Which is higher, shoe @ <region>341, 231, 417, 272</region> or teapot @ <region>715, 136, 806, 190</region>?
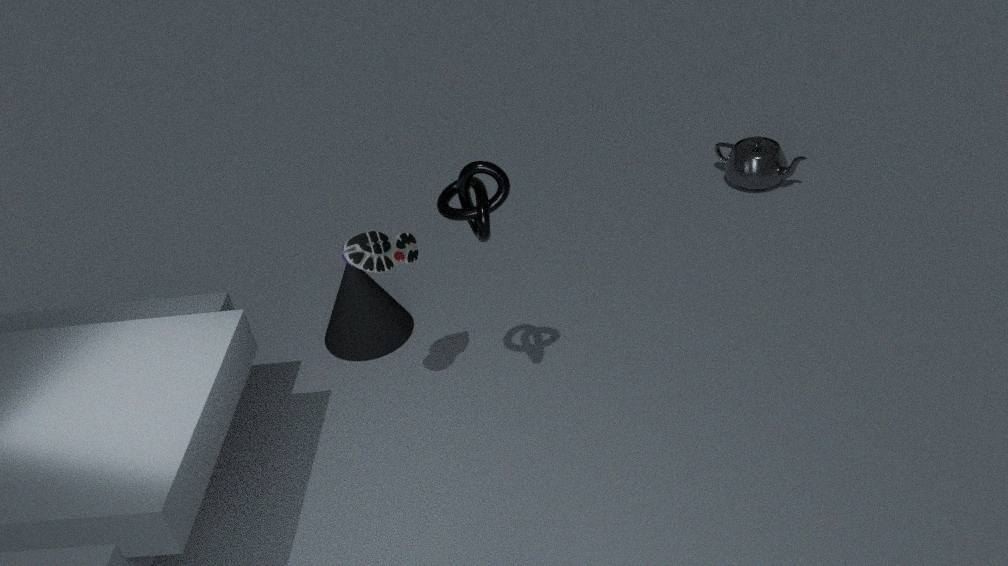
shoe @ <region>341, 231, 417, 272</region>
